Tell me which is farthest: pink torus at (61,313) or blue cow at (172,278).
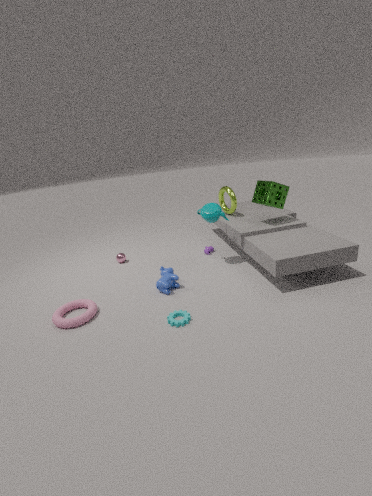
blue cow at (172,278)
